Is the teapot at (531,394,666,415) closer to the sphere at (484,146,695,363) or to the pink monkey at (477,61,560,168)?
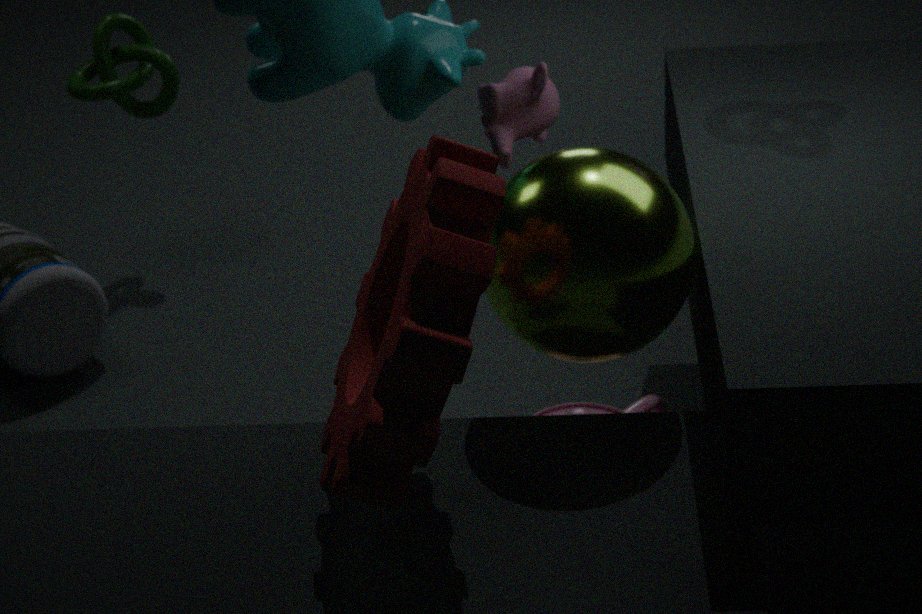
Answer: the sphere at (484,146,695,363)
